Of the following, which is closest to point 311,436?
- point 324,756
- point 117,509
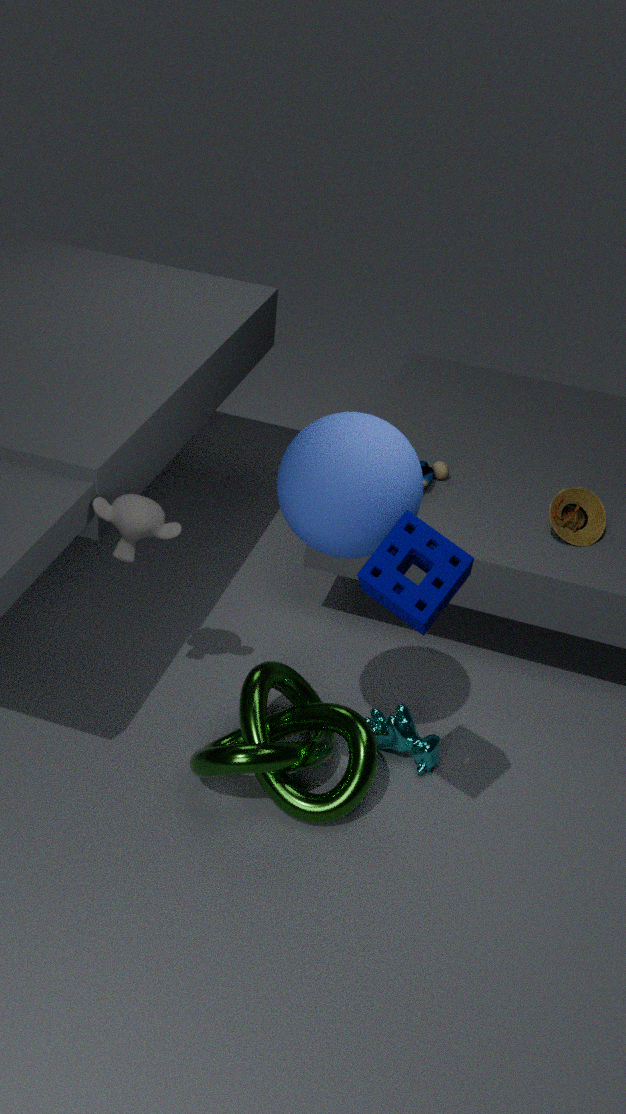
point 117,509
